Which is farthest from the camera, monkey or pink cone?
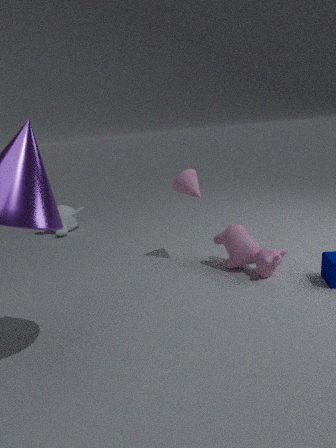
monkey
